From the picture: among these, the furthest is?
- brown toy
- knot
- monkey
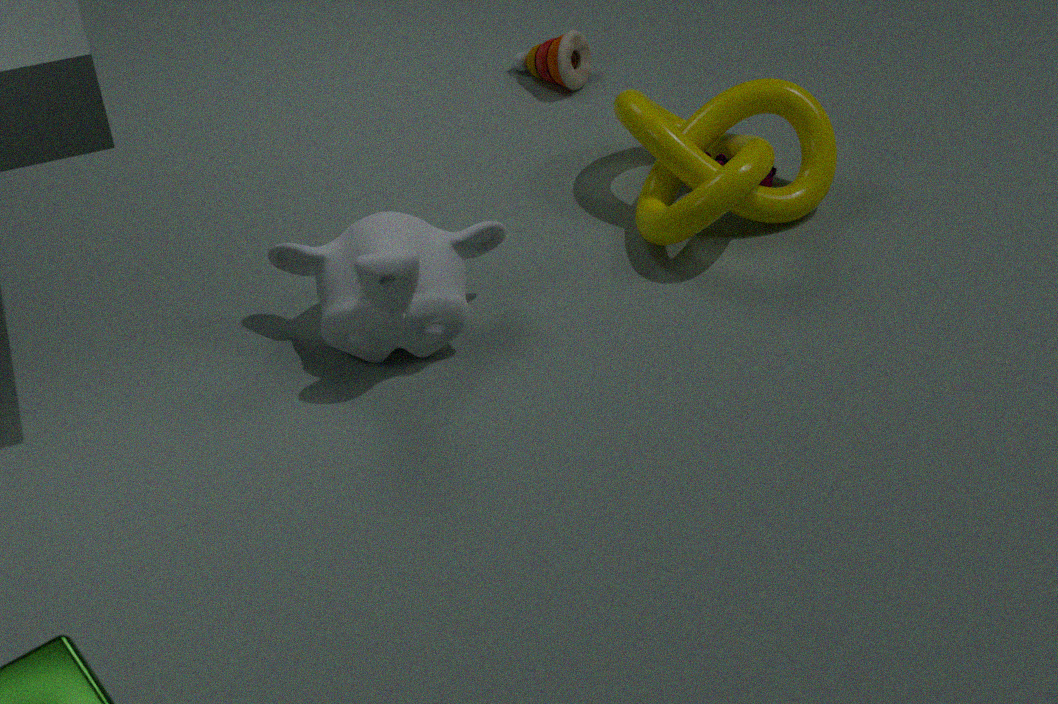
brown toy
